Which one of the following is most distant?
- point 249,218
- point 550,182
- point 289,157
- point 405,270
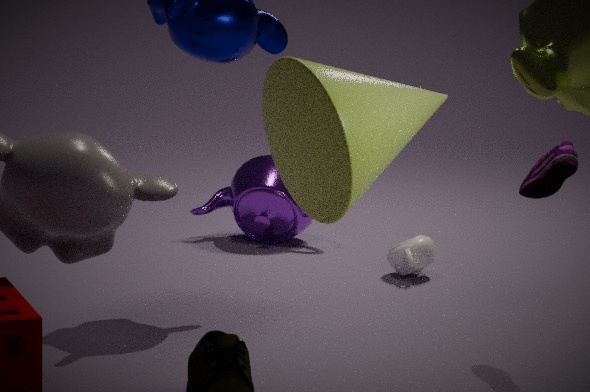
point 249,218
